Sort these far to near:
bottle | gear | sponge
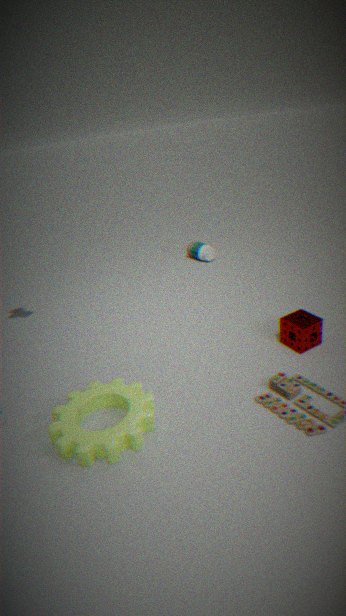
bottle, sponge, gear
